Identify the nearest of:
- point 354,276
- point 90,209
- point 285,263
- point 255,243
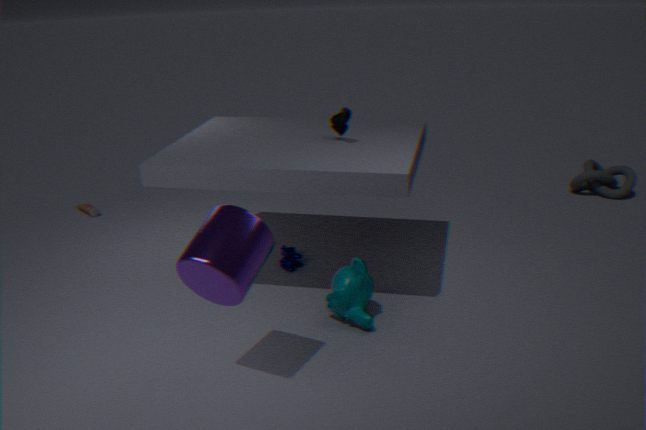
point 255,243
